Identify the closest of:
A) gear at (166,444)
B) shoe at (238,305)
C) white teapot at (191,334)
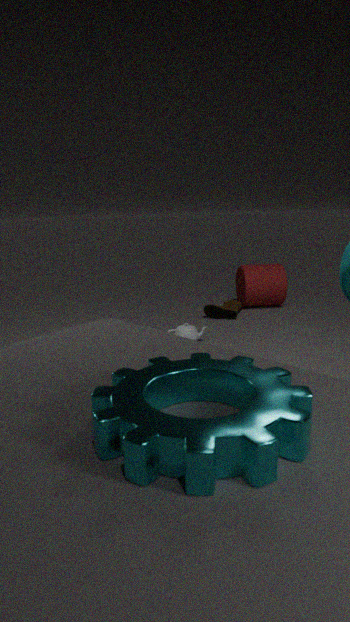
gear at (166,444)
